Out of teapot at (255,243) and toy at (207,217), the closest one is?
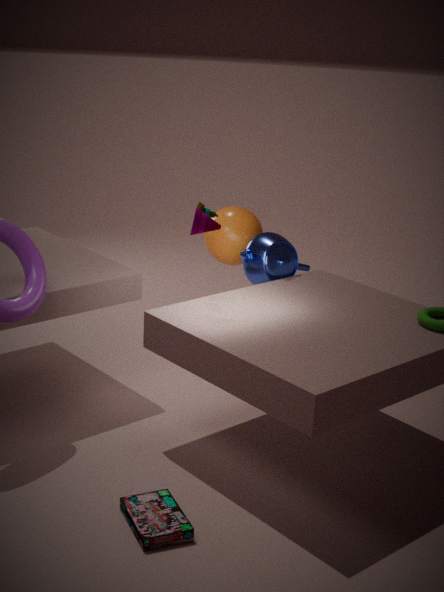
toy at (207,217)
